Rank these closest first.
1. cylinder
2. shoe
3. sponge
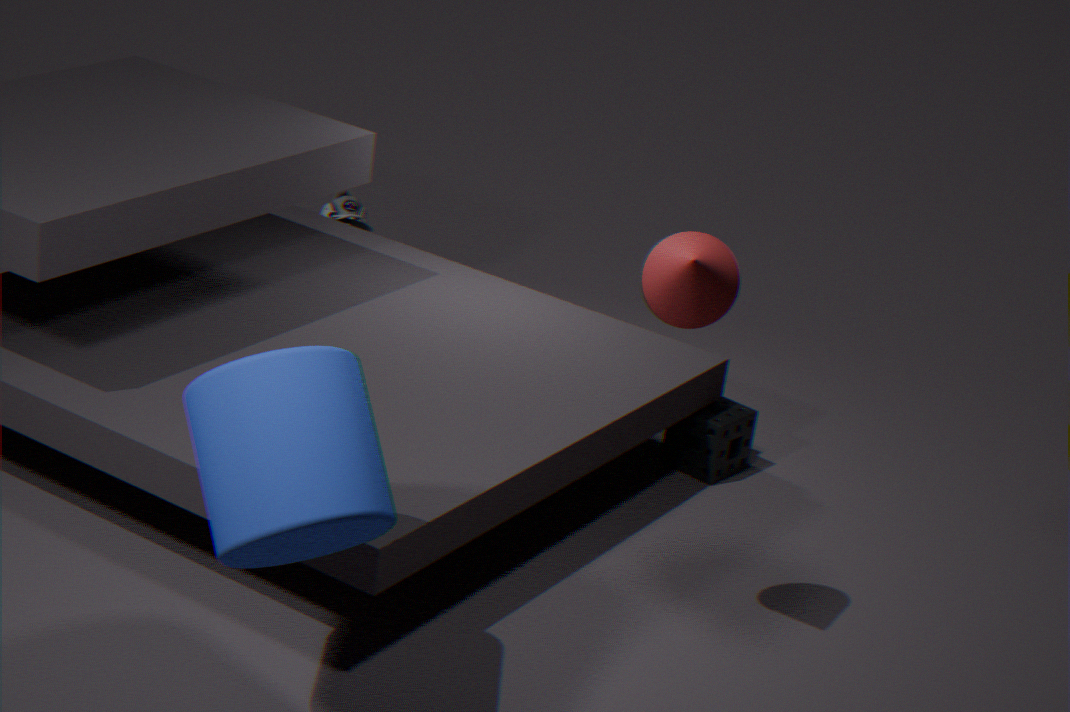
cylinder
sponge
shoe
